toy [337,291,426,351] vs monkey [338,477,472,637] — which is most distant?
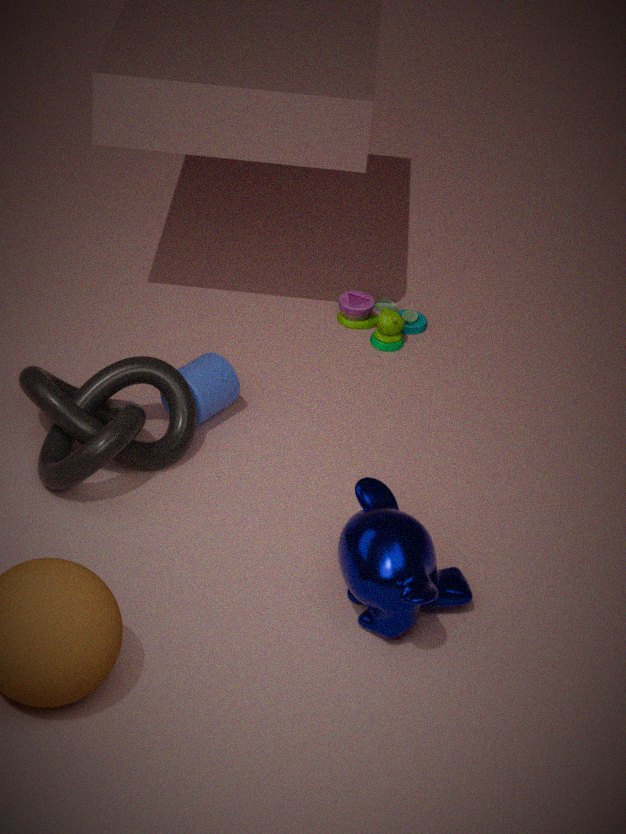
toy [337,291,426,351]
